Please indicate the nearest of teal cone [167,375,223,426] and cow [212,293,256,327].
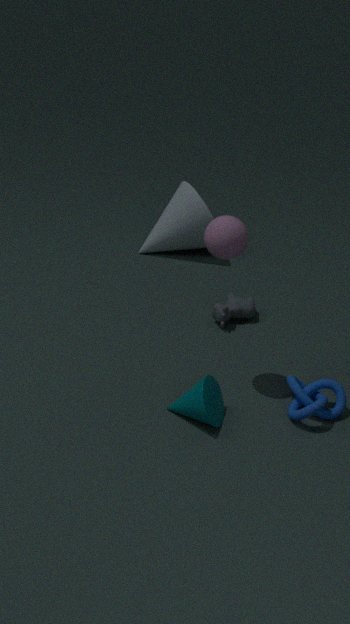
teal cone [167,375,223,426]
